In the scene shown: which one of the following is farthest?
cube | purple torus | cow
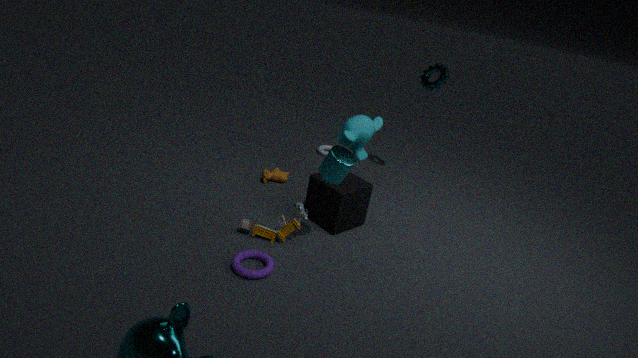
cow
